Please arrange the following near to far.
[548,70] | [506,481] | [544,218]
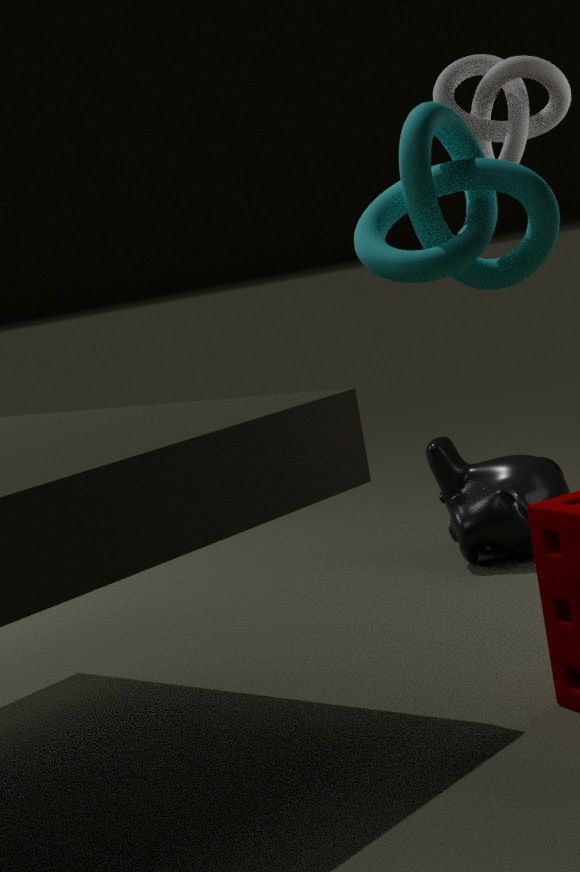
[544,218]
[548,70]
[506,481]
